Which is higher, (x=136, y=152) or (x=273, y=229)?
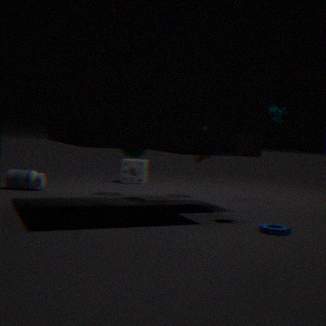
(x=136, y=152)
